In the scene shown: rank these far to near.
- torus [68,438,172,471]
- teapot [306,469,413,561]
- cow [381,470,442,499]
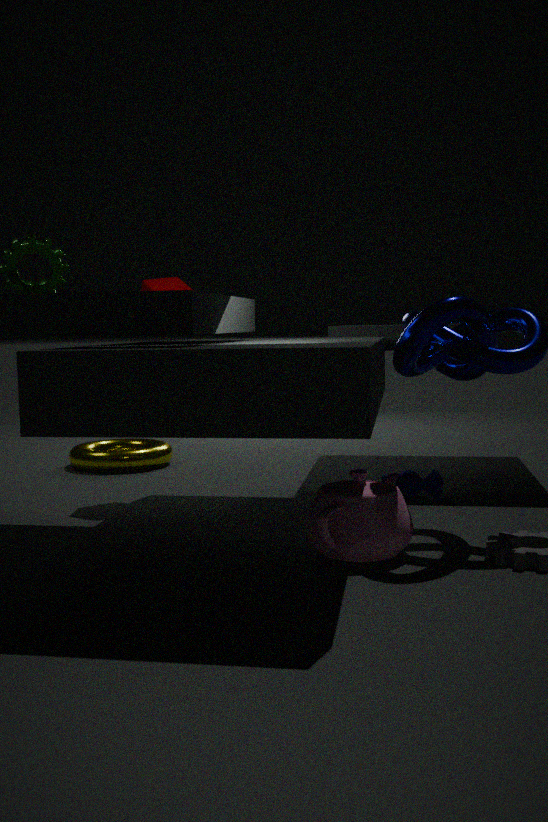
torus [68,438,172,471], cow [381,470,442,499], teapot [306,469,413,561]
